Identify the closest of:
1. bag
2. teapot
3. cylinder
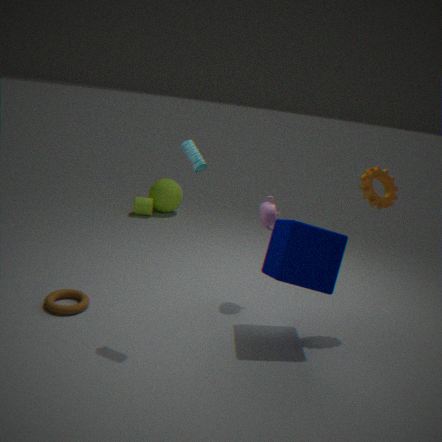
bag
